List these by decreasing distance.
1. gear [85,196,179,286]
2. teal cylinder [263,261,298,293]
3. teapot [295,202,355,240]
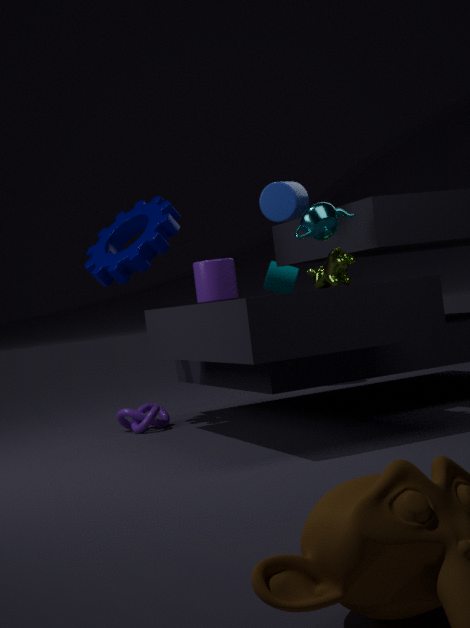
teal cylinder [263,261,298,293]
gear [85,196,179,286]
teapot [295,202,355,240]
